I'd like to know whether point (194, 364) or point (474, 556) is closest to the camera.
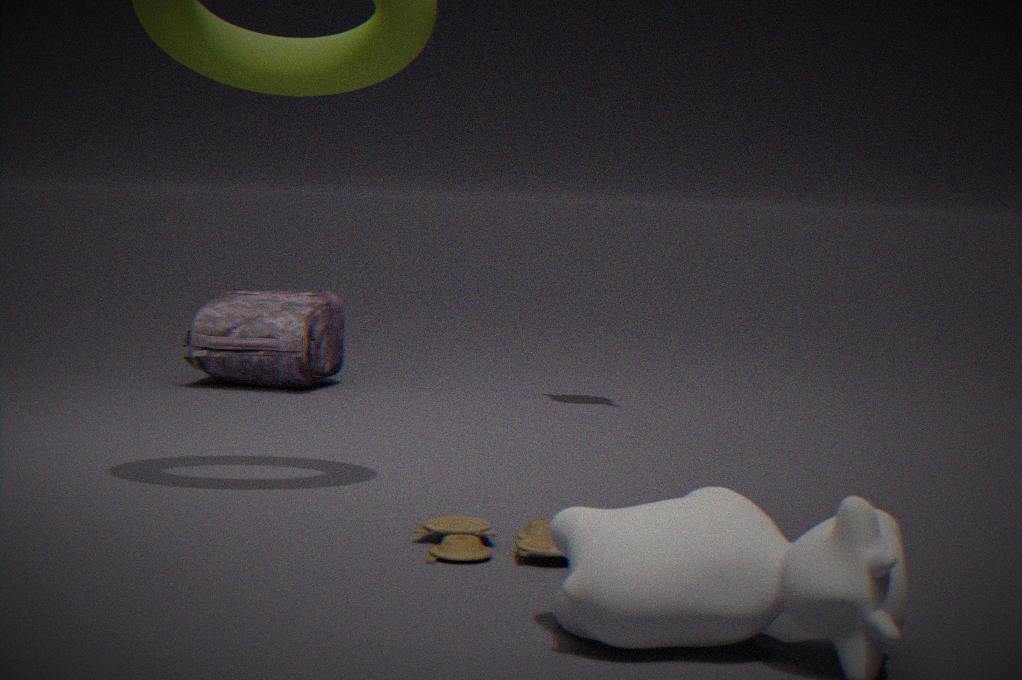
point (474, 556)
